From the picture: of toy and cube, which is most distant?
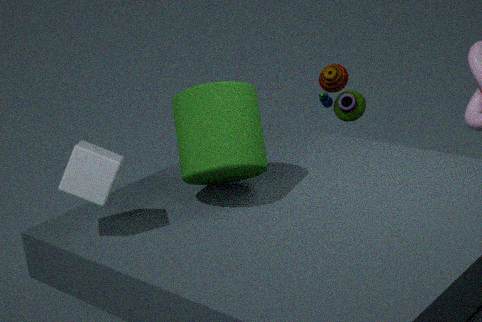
toy
